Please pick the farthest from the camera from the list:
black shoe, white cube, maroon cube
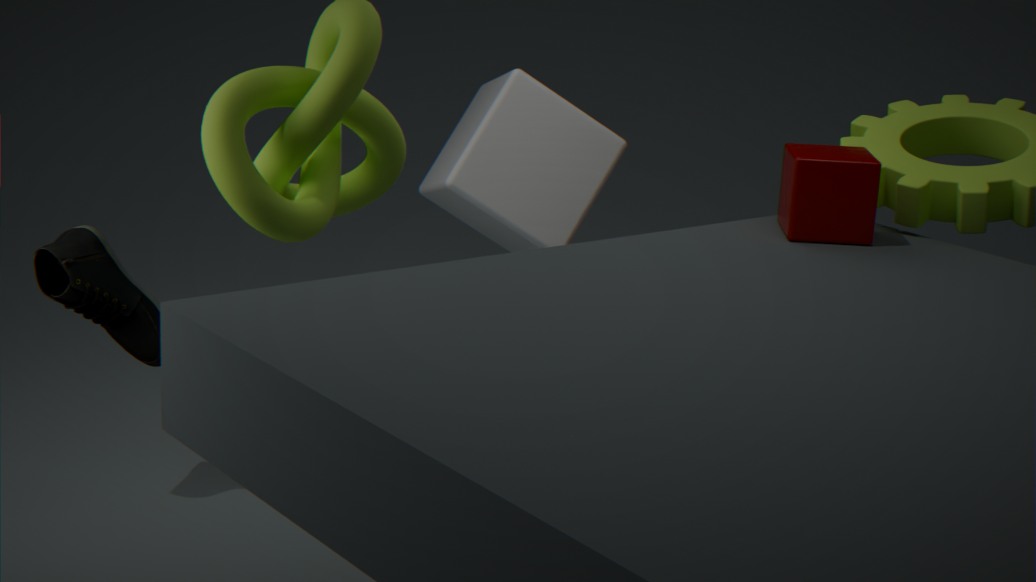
white cube
